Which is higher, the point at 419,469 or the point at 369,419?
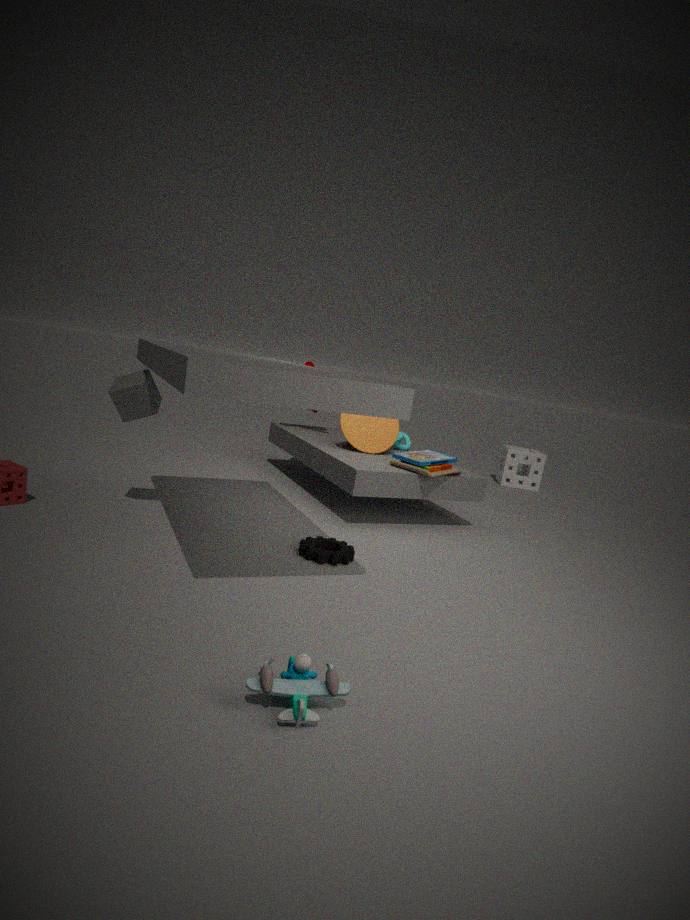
the point at 369,419
